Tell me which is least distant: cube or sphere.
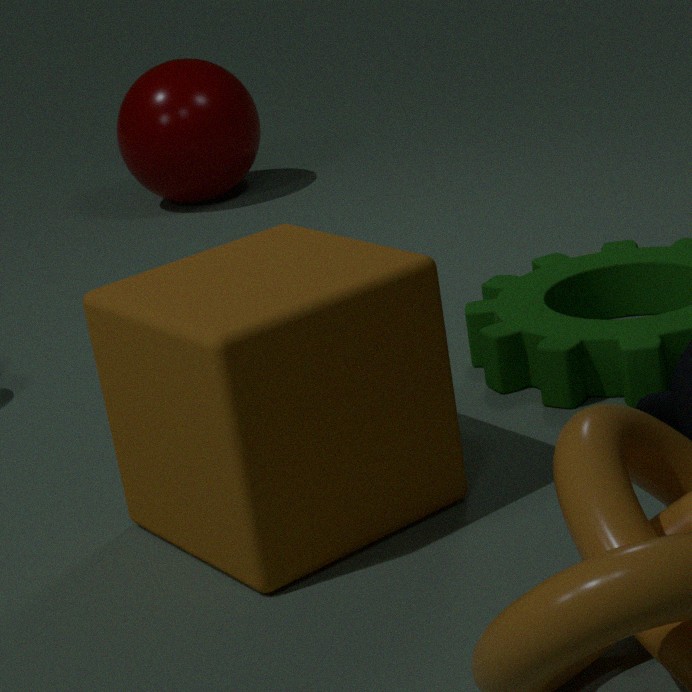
cube
